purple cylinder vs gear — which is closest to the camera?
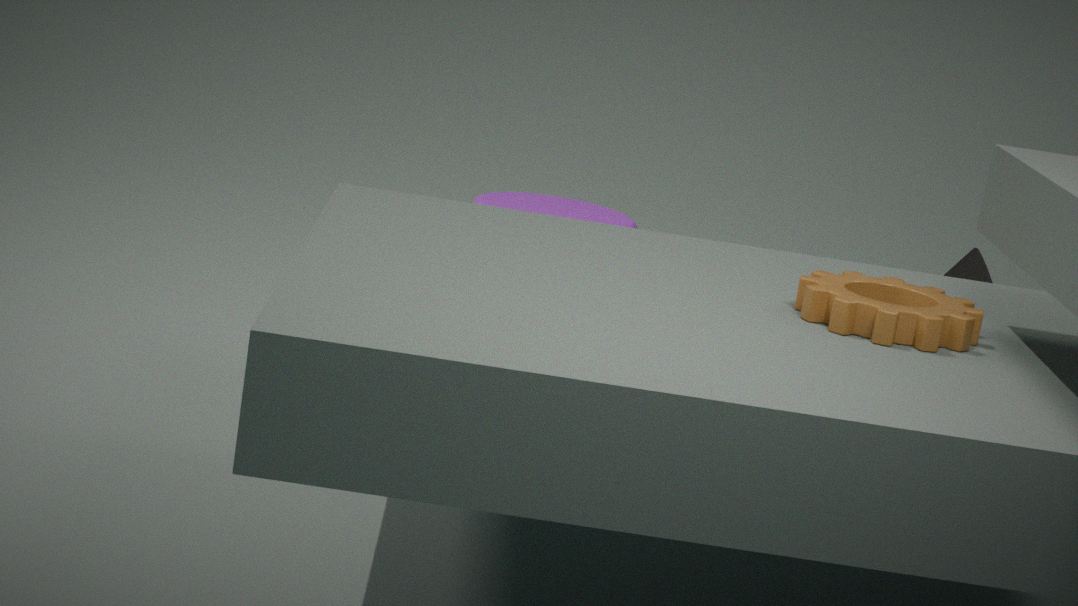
gear
